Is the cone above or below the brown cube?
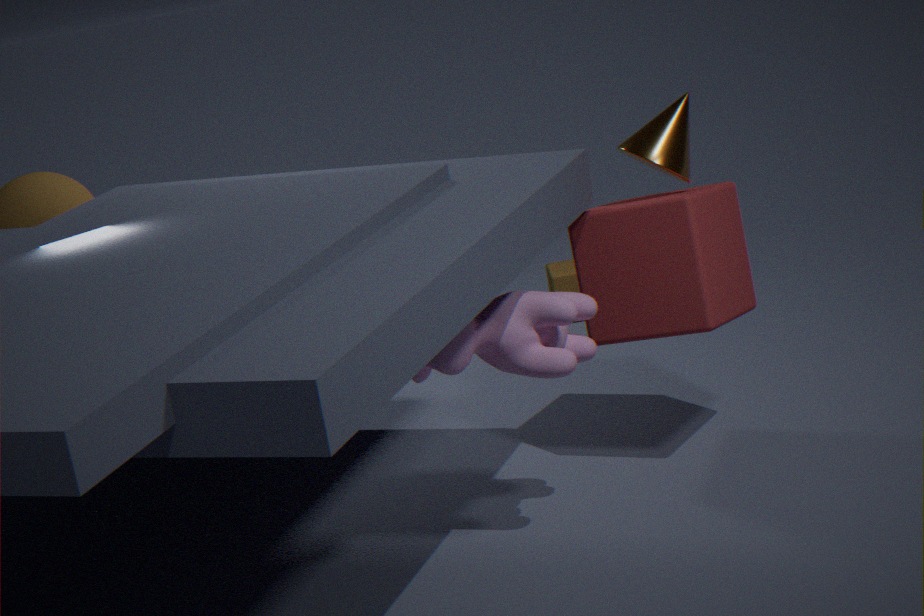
above
